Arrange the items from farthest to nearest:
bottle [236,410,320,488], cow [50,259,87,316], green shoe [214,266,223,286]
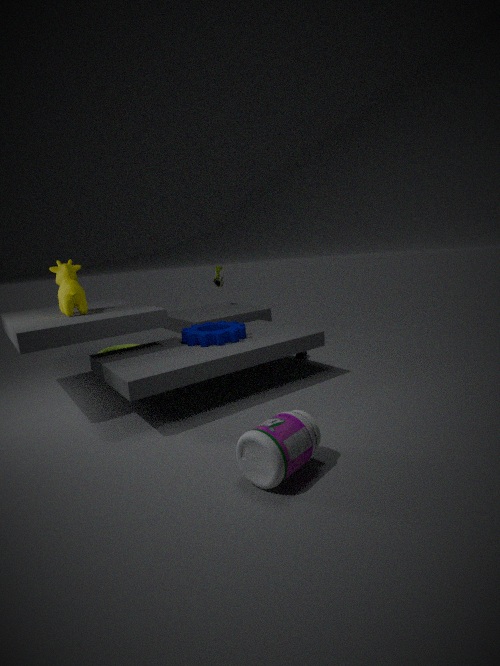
1. green shoe [214,266,223,286]
2. cow [50,259,87,316]
3. bottle [236,410,320,488]
